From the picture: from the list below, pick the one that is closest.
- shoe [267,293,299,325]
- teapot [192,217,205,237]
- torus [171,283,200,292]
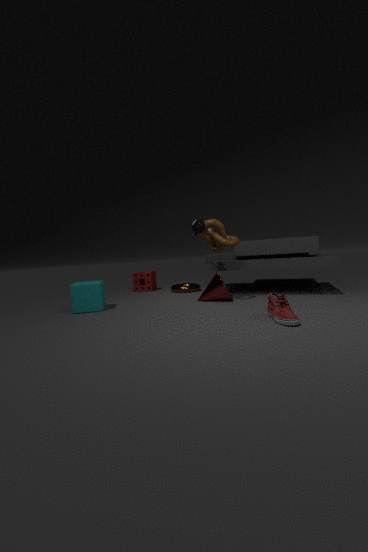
shoe [267,293,299,325]
